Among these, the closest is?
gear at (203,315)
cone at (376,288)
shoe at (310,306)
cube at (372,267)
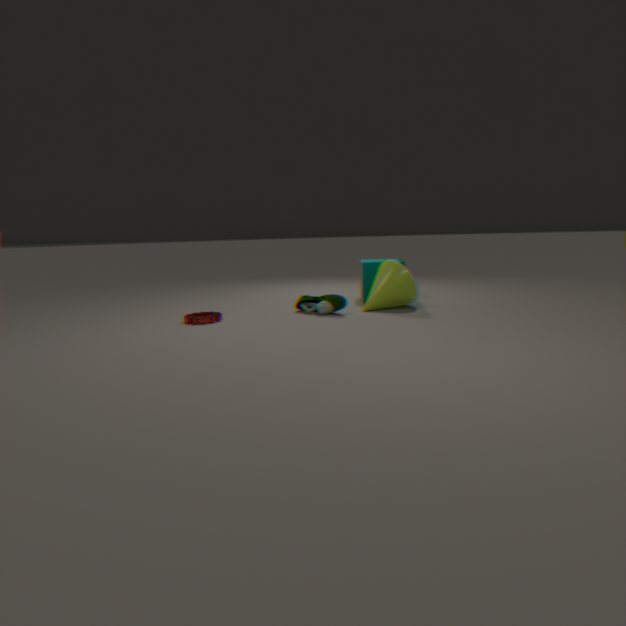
gear at (203,315)
